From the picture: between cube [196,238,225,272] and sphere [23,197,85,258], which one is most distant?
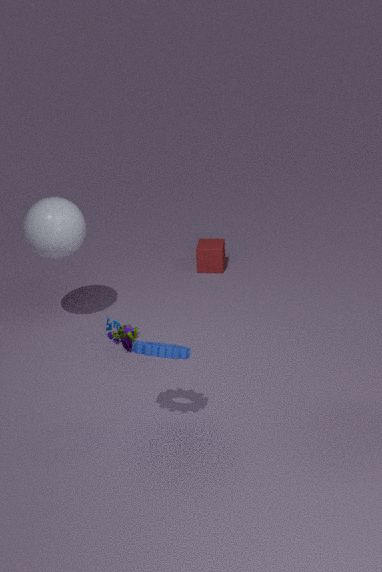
cube [196,238,225,272]
